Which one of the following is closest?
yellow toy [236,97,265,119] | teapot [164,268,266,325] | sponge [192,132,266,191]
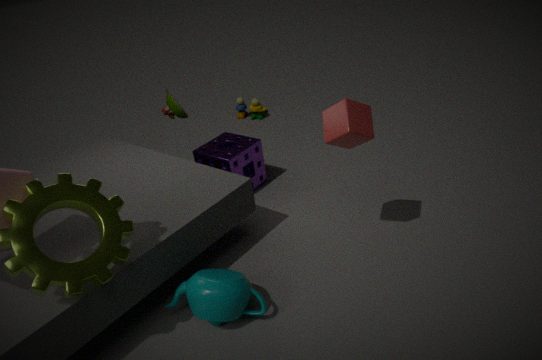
teapot [164,268,266,325]
